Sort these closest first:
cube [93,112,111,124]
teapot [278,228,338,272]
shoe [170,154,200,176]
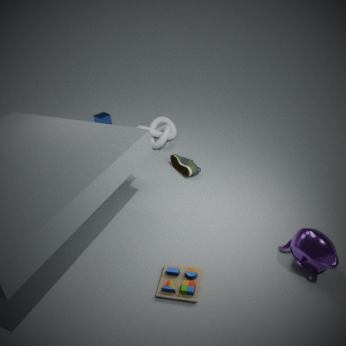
teapot [278,228,338,272], shoe [170,154,200,176], cube [93,112,111,124]
